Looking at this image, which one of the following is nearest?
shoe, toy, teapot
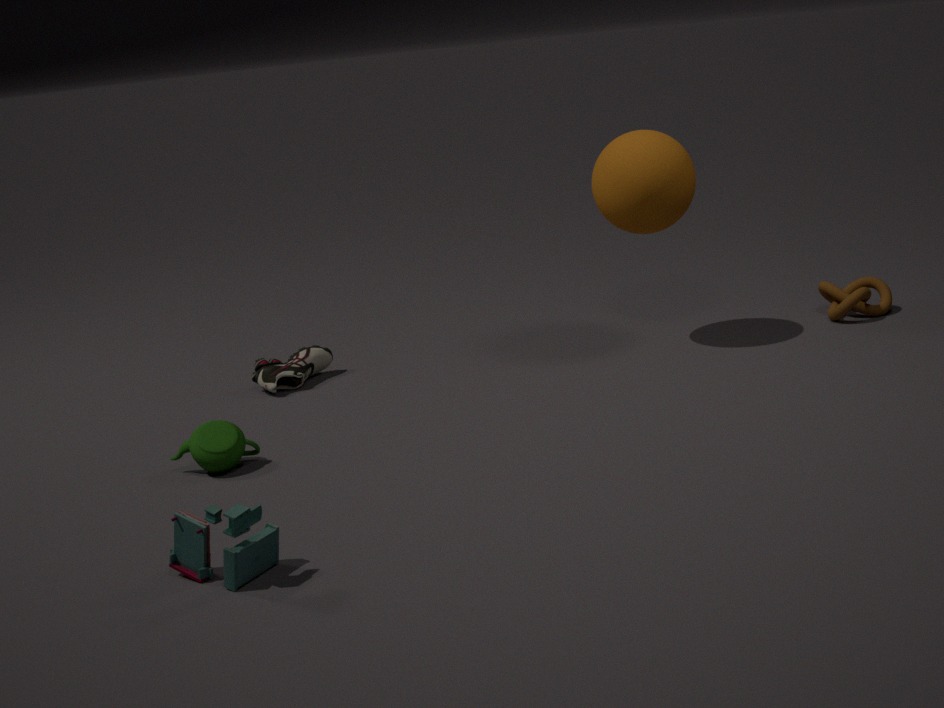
toy
